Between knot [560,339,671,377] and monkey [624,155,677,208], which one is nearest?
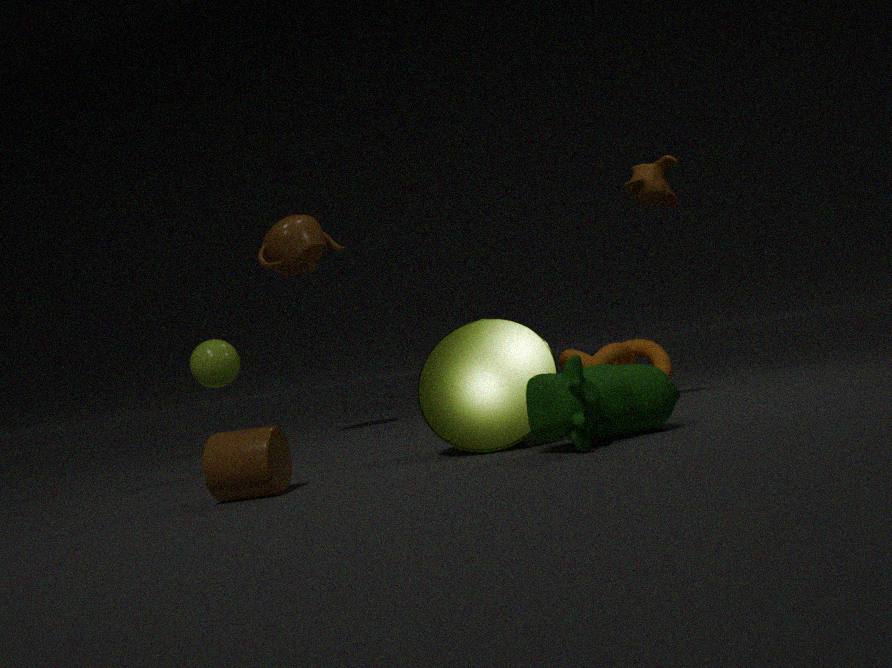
monkey [624,155,677,208]
